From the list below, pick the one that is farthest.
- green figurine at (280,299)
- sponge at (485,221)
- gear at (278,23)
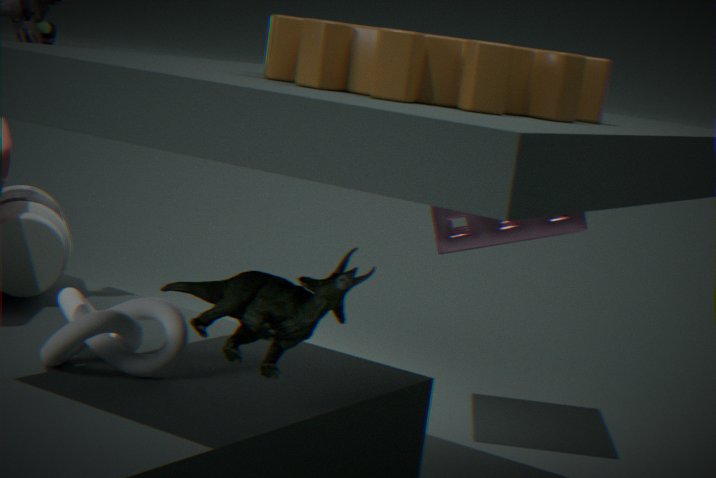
sponge at (485,221)
